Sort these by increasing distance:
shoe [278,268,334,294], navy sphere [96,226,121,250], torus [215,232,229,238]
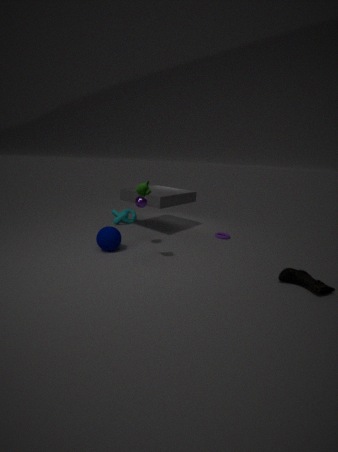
shoe [278,268,334,294], navy sphere [96,226,121,250], torus [215,232,229,238]
